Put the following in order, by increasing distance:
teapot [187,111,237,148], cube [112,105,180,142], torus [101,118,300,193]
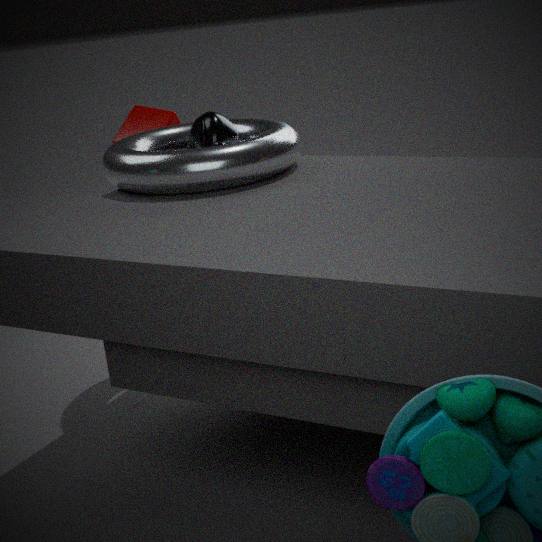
torus [101,118,300,193] < teapot [187,111,237,148] < cube [112,105,180,142]
